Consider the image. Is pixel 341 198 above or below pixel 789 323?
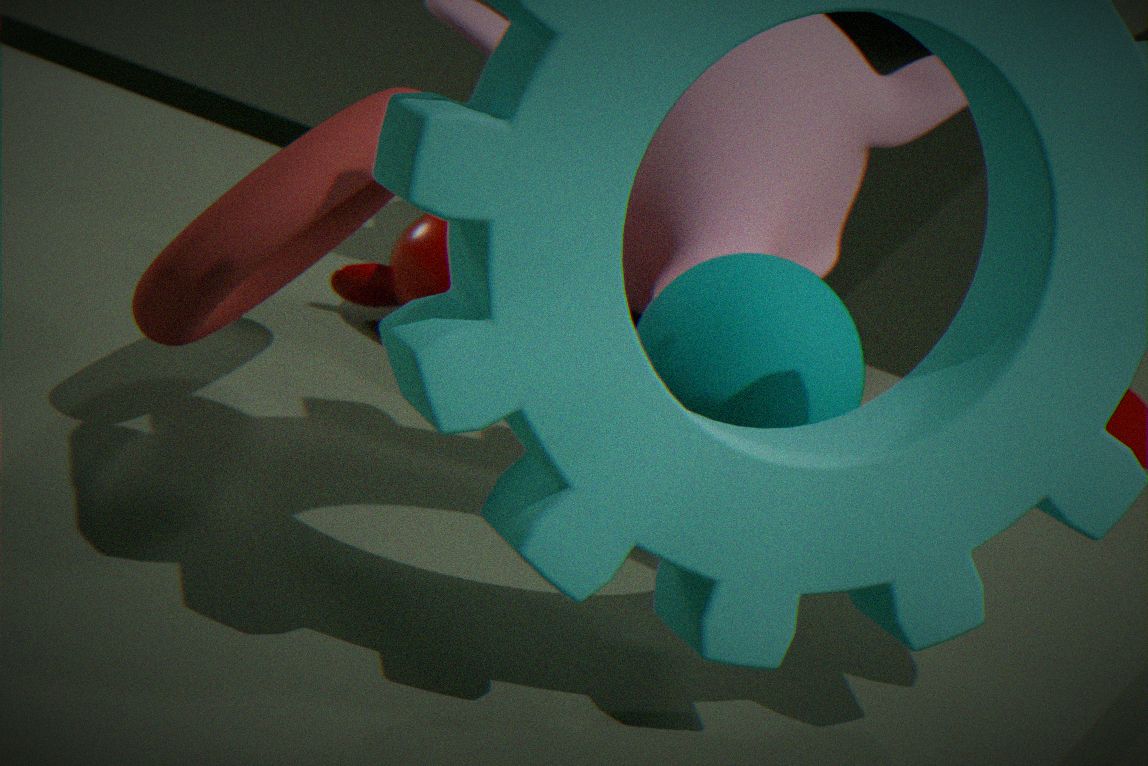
above
